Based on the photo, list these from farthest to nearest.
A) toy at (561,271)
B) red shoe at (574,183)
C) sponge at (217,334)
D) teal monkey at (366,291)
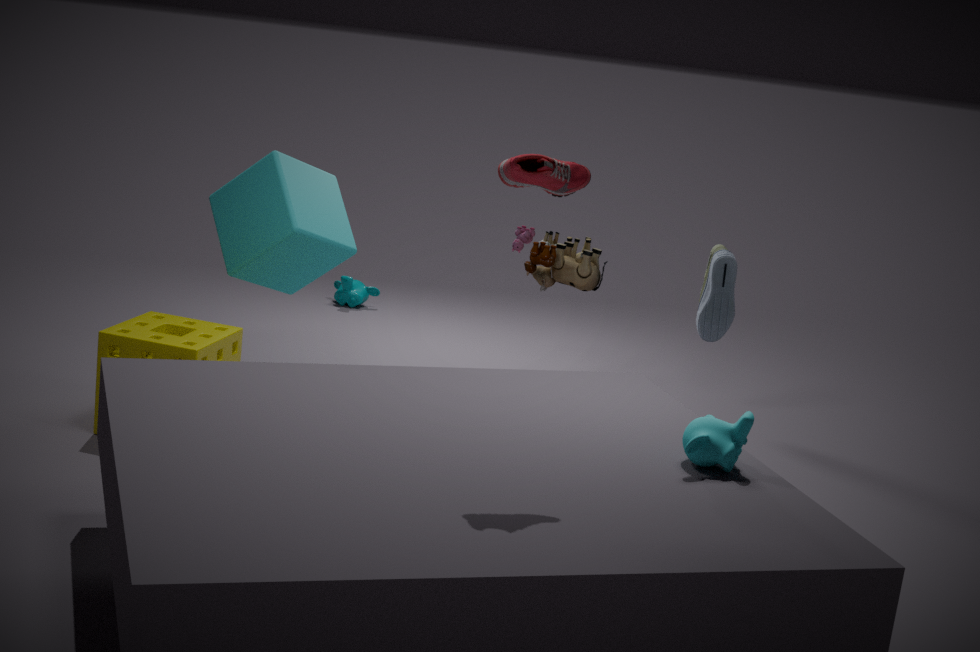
teal monkey at (366,291) < toy at (561,271) < sponge at (217,334) < red shoe at (574,183)
